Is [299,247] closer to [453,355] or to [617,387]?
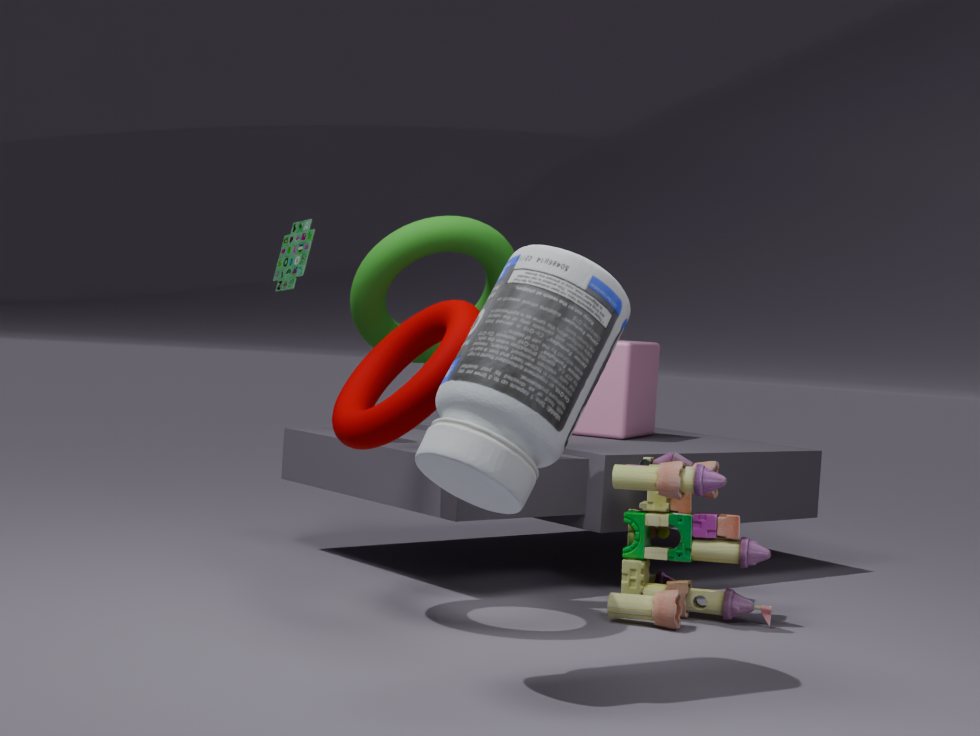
[453,355]
